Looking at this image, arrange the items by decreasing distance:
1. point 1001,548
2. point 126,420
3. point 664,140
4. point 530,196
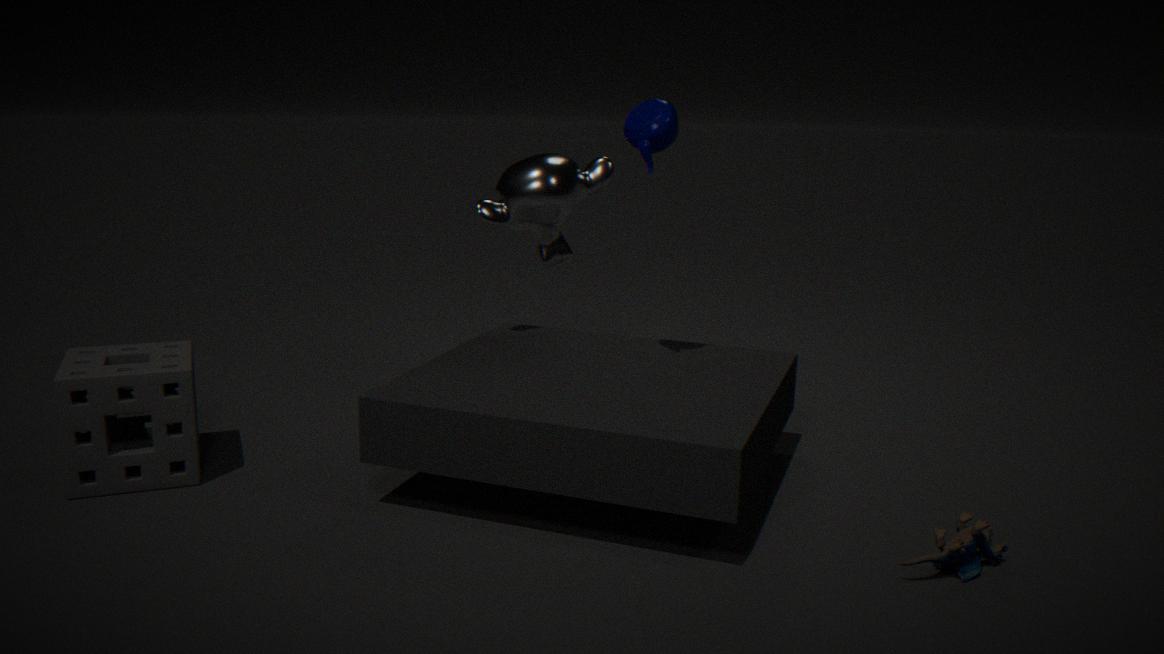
point 530,196
point 126,420
point 664,140
point 1001,548
